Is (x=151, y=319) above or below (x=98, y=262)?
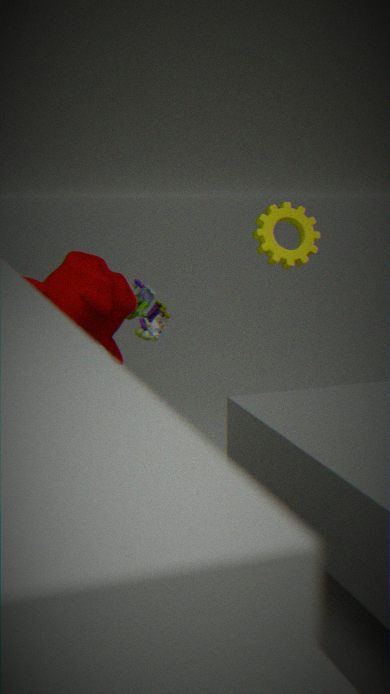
below
